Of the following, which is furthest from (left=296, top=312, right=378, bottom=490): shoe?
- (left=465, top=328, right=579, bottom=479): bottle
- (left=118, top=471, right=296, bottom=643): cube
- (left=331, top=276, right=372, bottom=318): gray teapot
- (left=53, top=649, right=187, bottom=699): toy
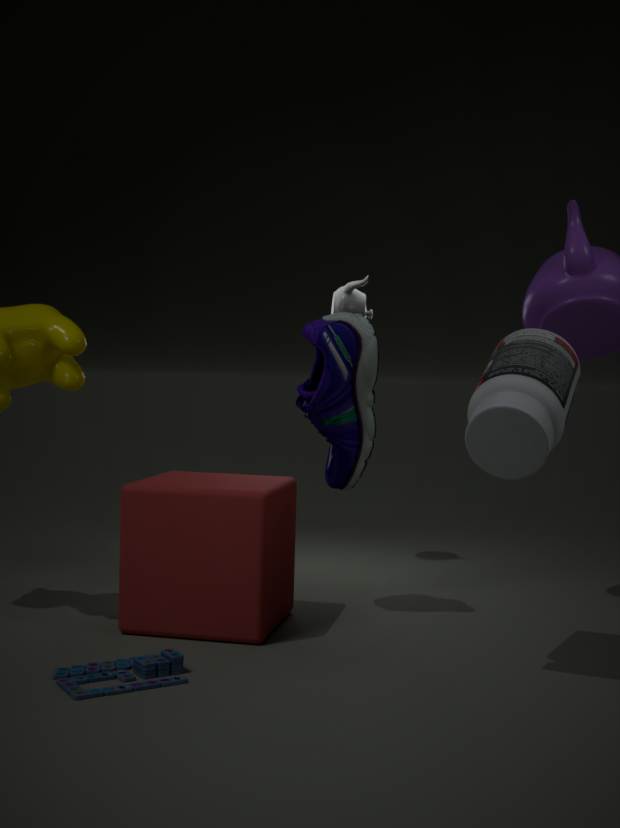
(left=53, top=649, right=187, bottom=699): toy
